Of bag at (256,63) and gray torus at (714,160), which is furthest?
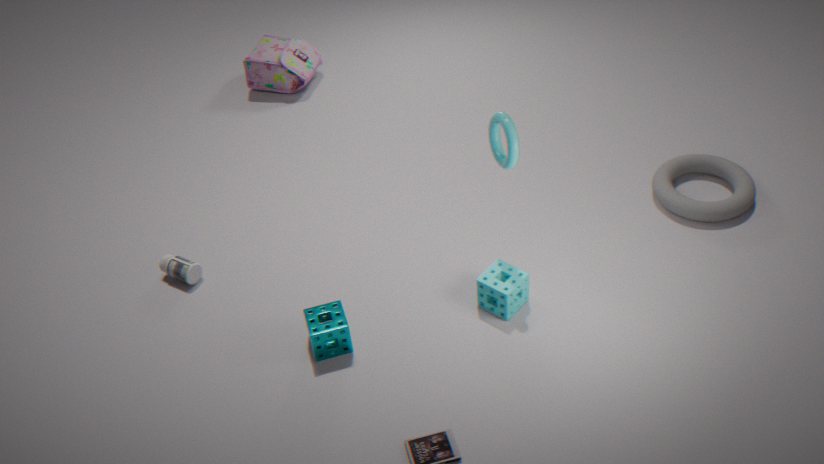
bag at (256,63)
